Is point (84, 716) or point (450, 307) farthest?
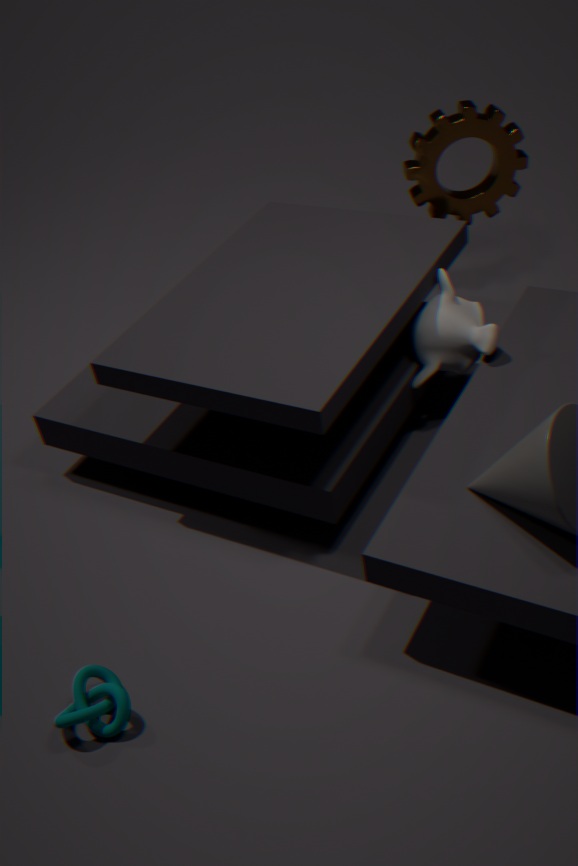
point (450, 307)
